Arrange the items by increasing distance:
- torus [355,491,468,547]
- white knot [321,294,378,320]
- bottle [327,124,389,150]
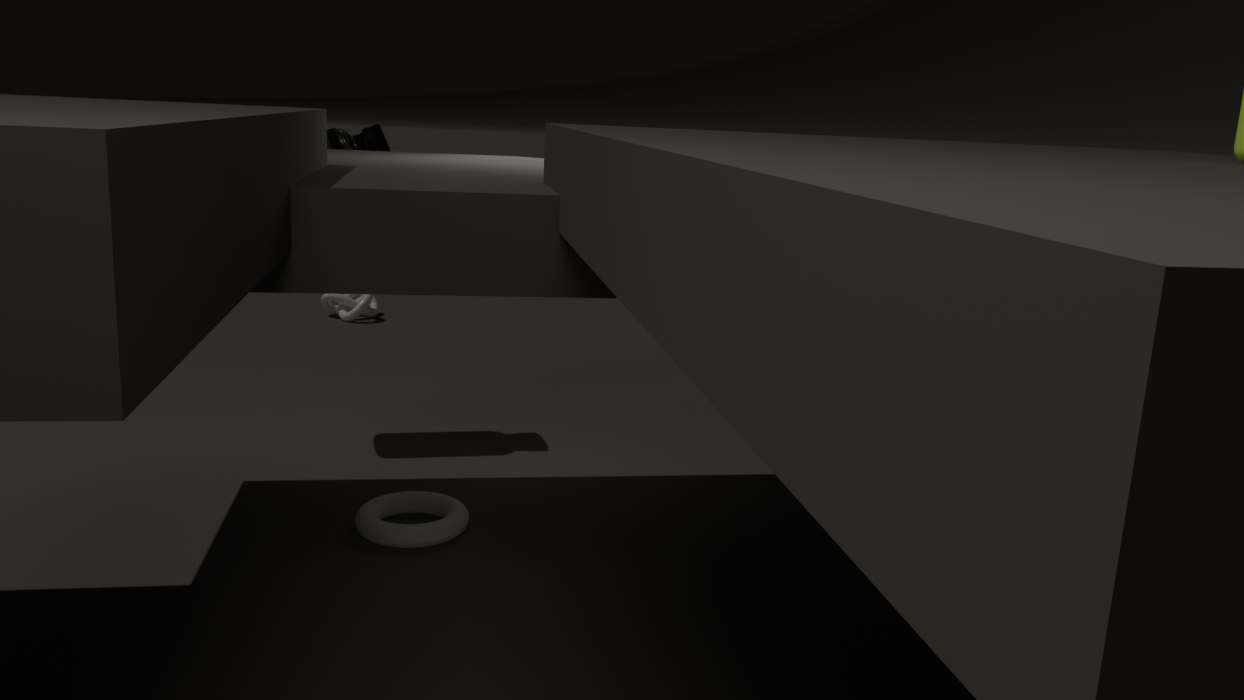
torus [355,491,468,547] → bottle [327,124,389,150] → white knot [321,294,378,320]
